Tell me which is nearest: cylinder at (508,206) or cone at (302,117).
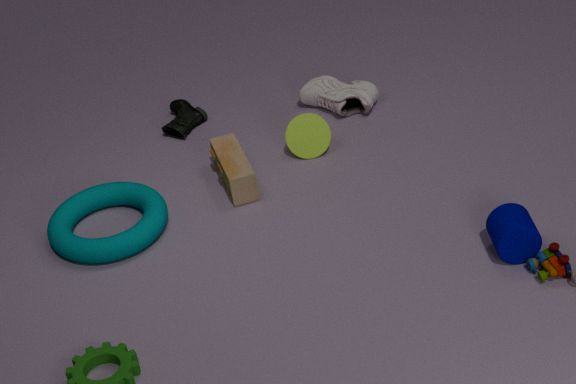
cylinder at (508,206)
